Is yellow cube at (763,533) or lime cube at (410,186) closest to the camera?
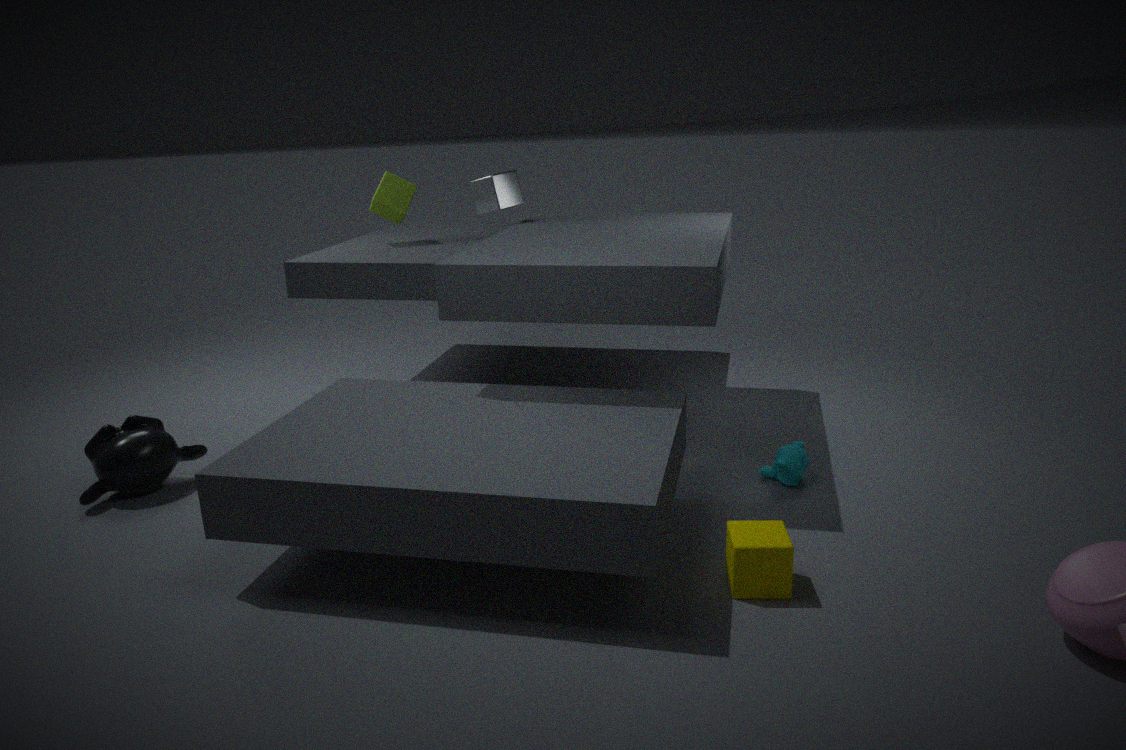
yellow cube at (763,533)
